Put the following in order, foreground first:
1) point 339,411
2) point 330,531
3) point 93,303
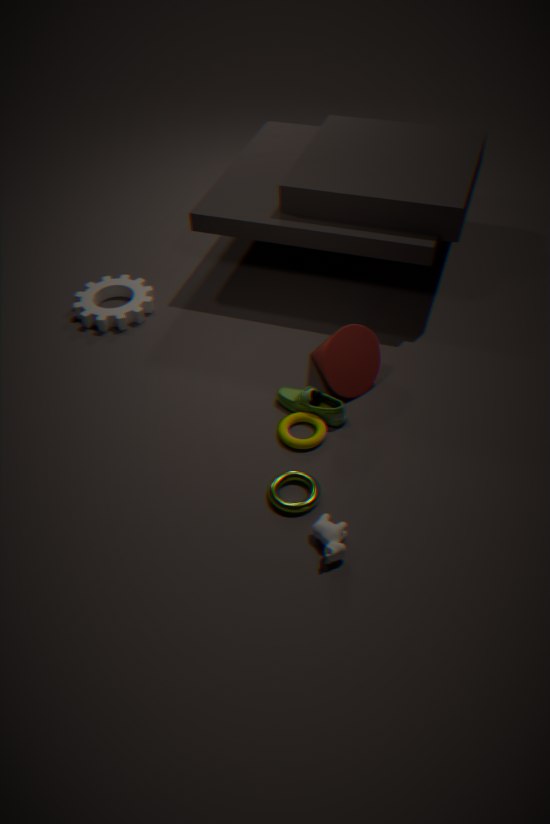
2. point 330,531 → 1. point 339,411 → 3. point 93,303
